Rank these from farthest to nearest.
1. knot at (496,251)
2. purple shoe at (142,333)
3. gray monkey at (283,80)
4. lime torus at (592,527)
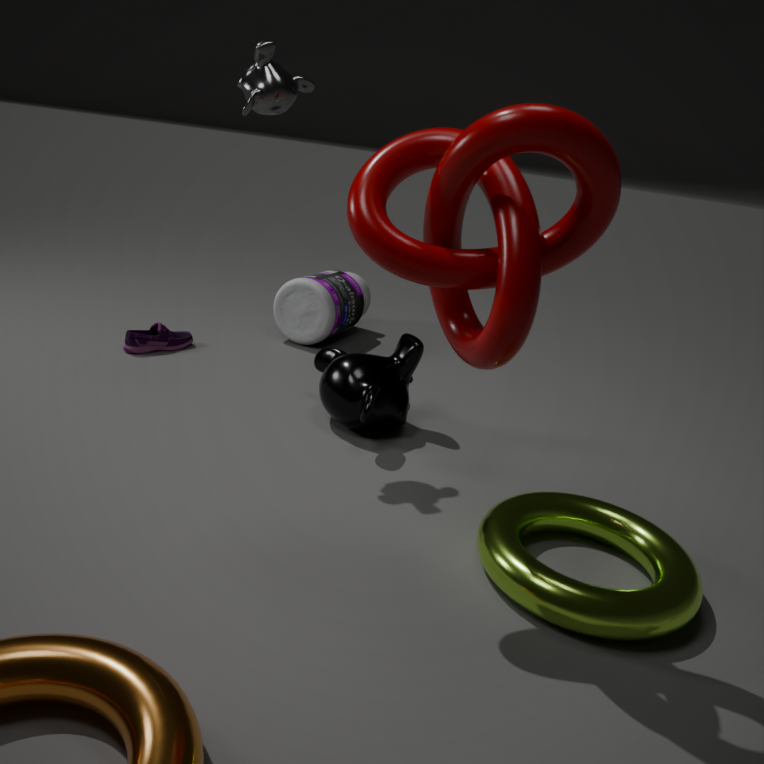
purple shoe at (142,333), gray monkey at (283,80), lime torus at (592,527), knot at (496,251)
